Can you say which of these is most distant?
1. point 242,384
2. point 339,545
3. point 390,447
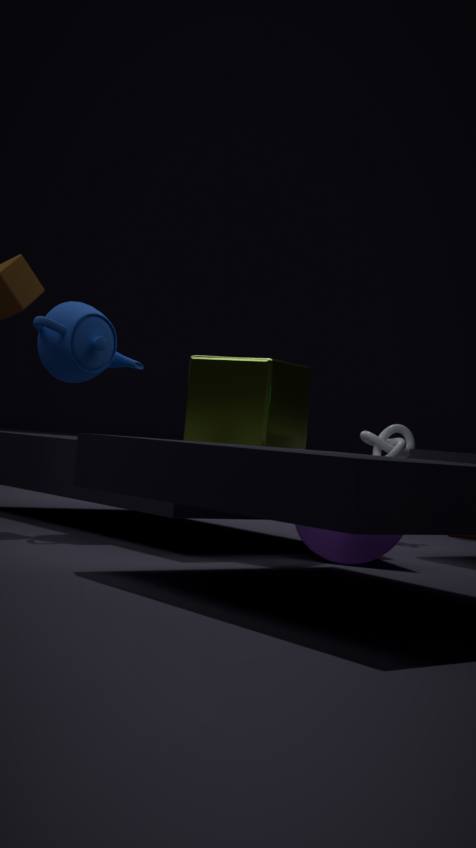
point 390,447
